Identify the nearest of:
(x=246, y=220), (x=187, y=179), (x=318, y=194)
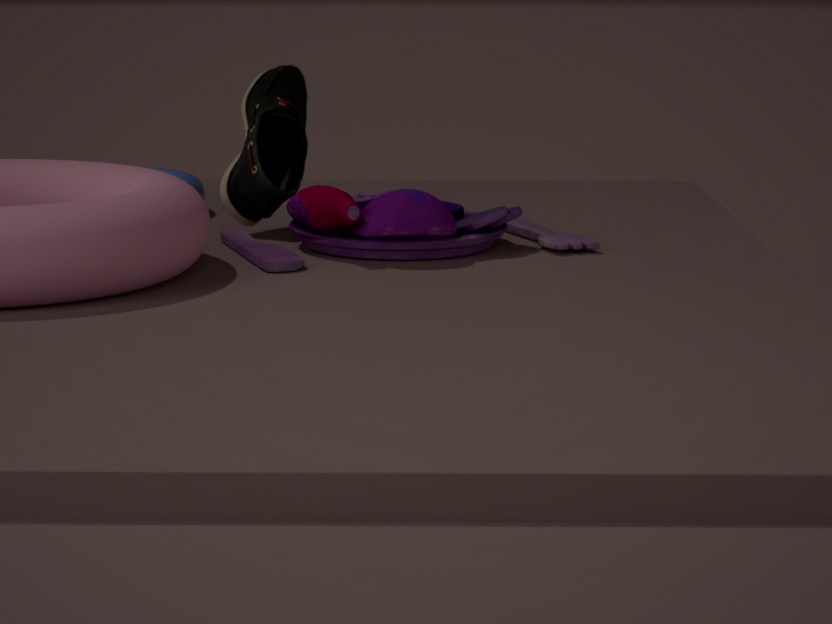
(x=318, y=194)
